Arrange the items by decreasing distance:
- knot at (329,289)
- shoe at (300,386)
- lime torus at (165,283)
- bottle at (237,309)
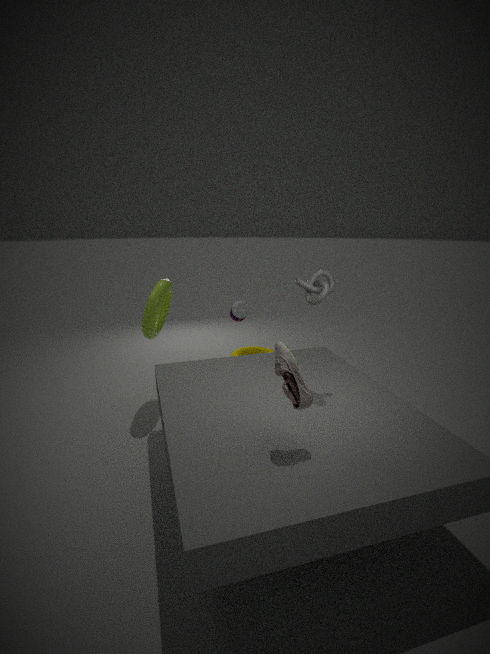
bottle at (237,309) < lime torus at (165,283) < knot at (329,289) < shoe at (300,386)
